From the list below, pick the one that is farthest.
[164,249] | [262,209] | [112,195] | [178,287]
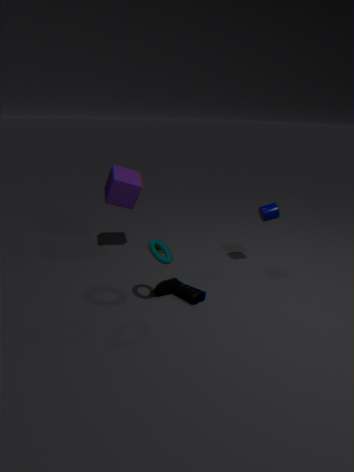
[112,195]
